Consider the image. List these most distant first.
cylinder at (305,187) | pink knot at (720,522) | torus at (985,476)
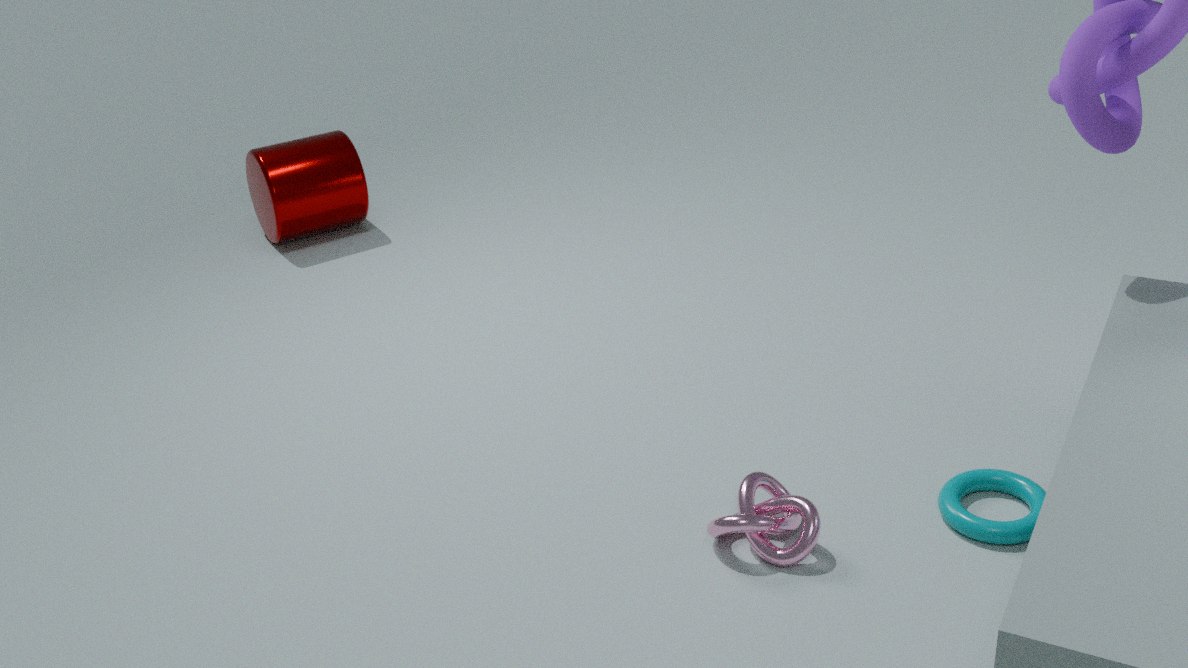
1. cylinder at (305,187)
2. torus at (985,476)
3. pink knot at (720,522)
